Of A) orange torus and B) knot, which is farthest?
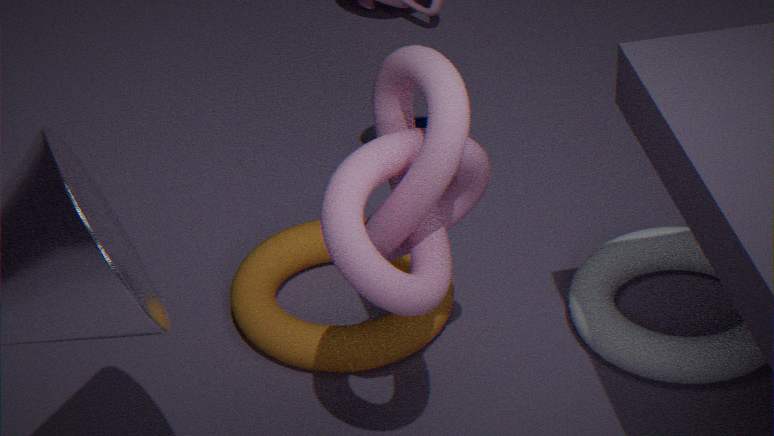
A. orange torus
